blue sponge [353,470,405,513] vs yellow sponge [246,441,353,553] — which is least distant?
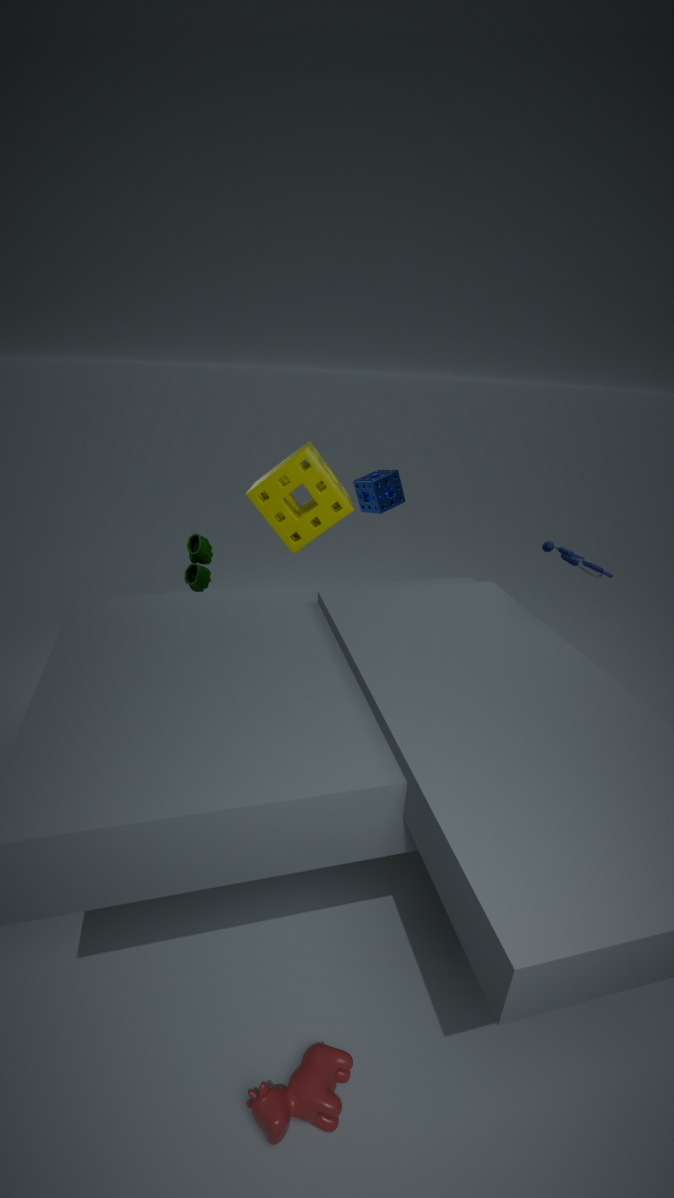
yellow sponge [246,441,353,553]
